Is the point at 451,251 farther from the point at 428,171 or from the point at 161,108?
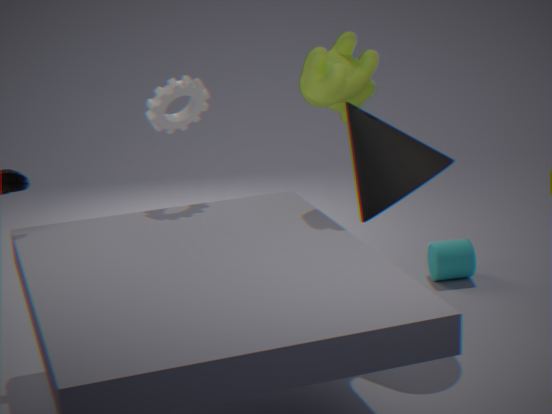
the point at 161,108
